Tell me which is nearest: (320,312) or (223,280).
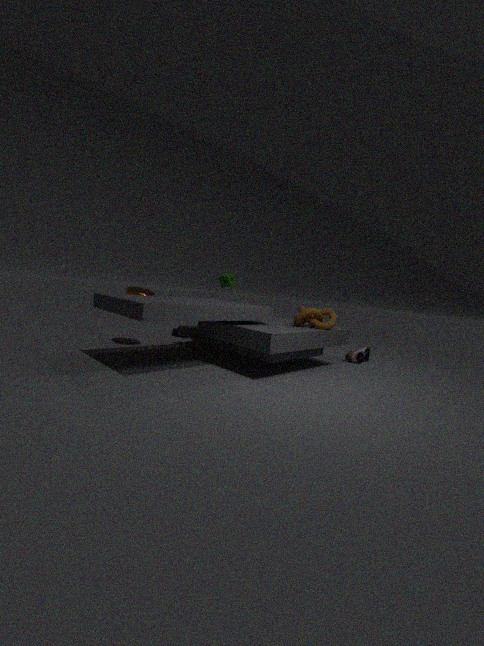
(320,312)
